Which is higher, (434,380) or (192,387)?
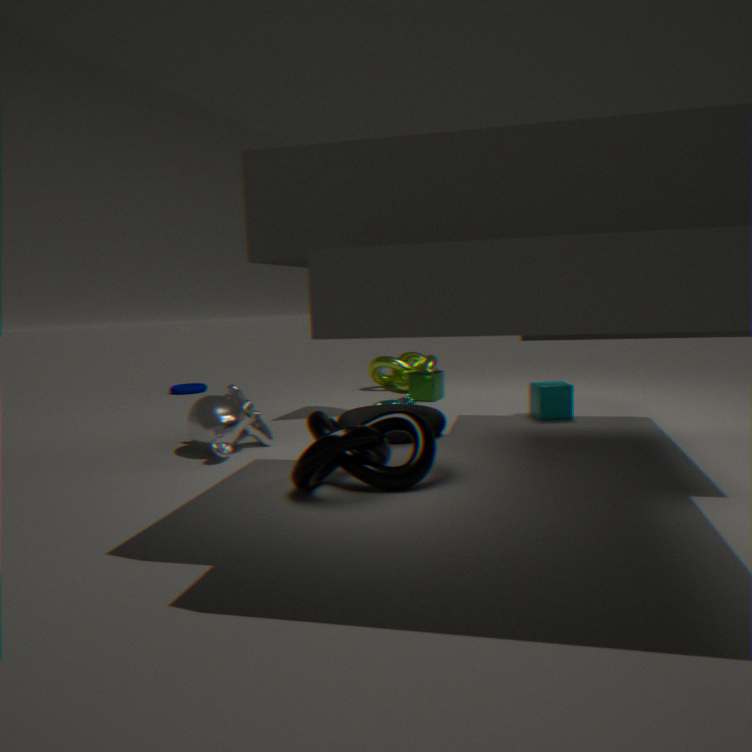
(434,380)
